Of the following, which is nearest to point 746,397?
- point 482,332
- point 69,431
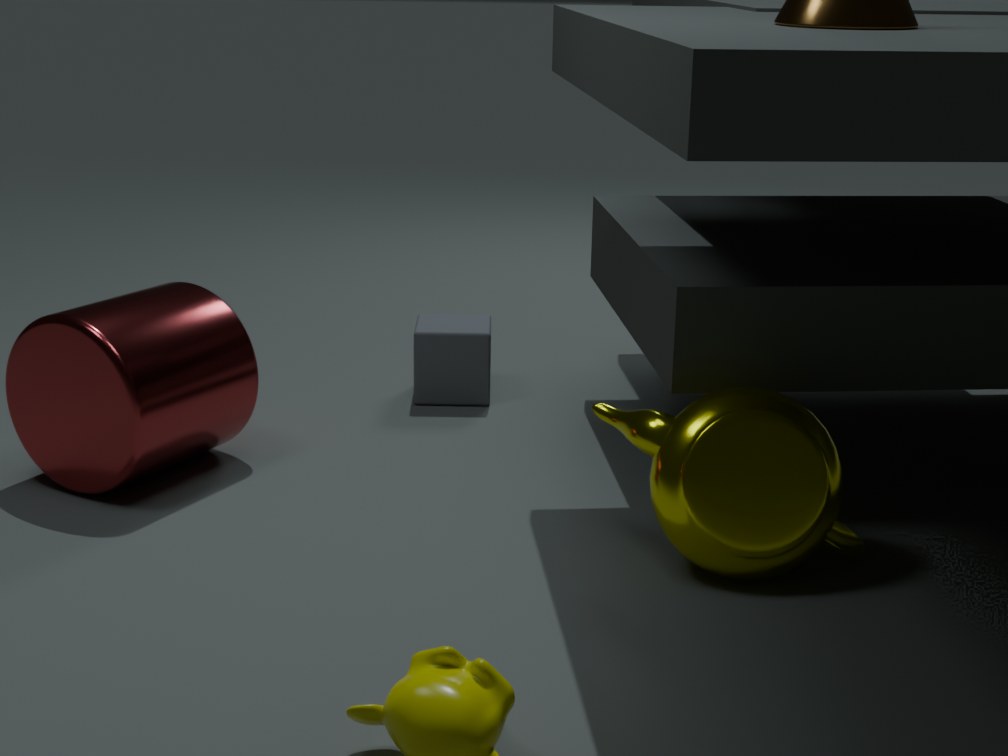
point 482,332
